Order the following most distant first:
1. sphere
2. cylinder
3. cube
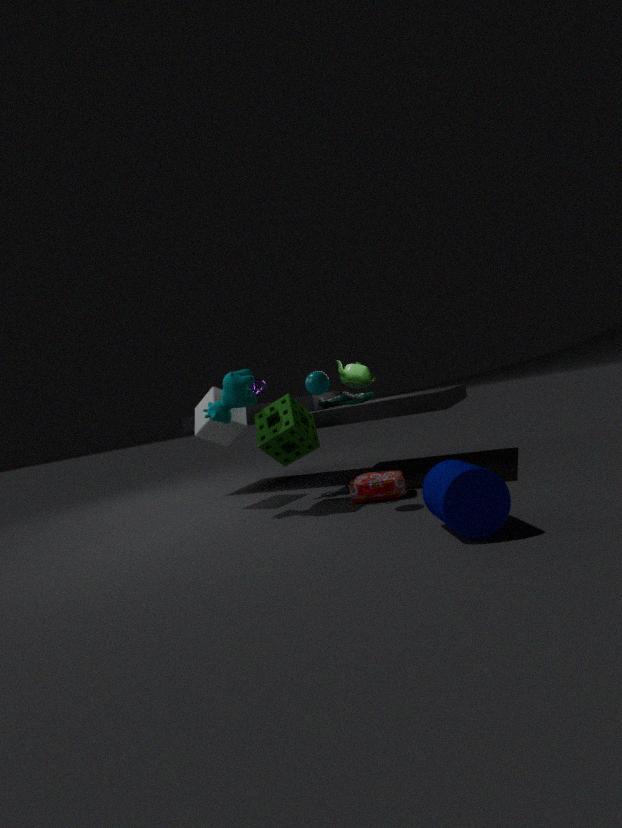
1. cube
2. sphere
3. cylinder
